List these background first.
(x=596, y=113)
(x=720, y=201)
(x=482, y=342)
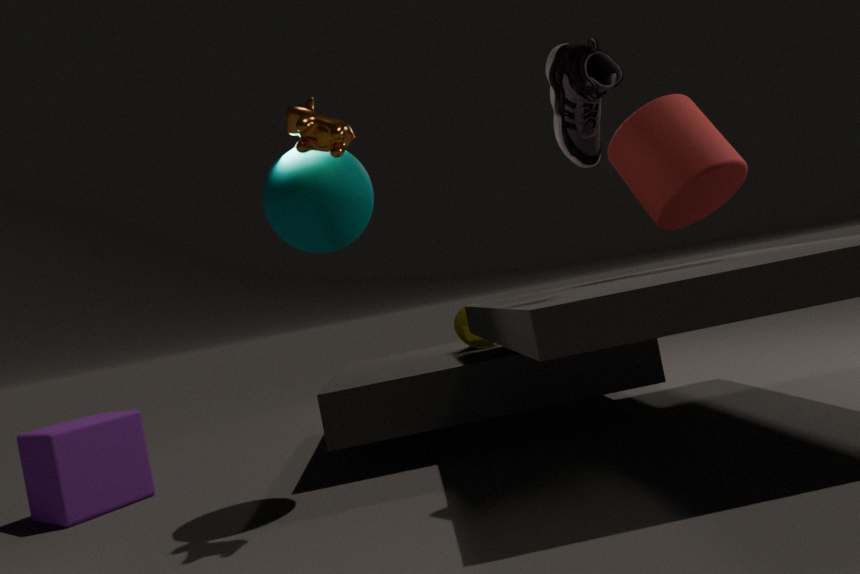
(x=482, y=342) < (x=720, y=201) < (x=596, y=113)
